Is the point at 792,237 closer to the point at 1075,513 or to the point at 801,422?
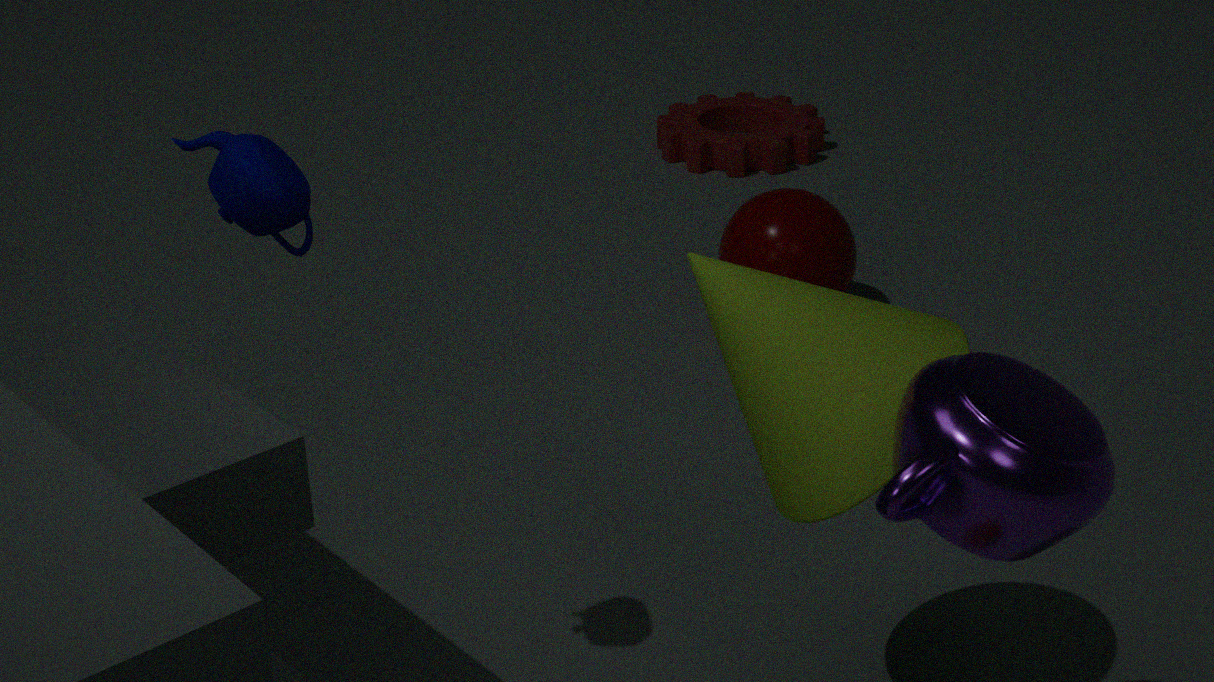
the point at 801,422
